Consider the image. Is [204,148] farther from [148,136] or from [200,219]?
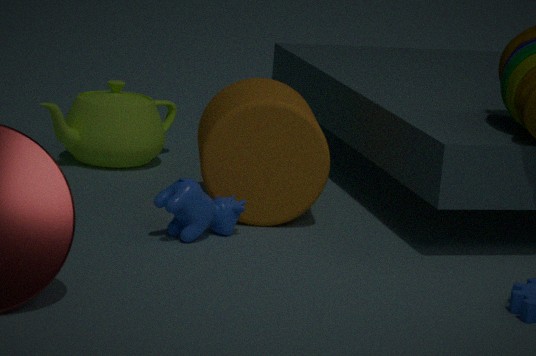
[148,136]
